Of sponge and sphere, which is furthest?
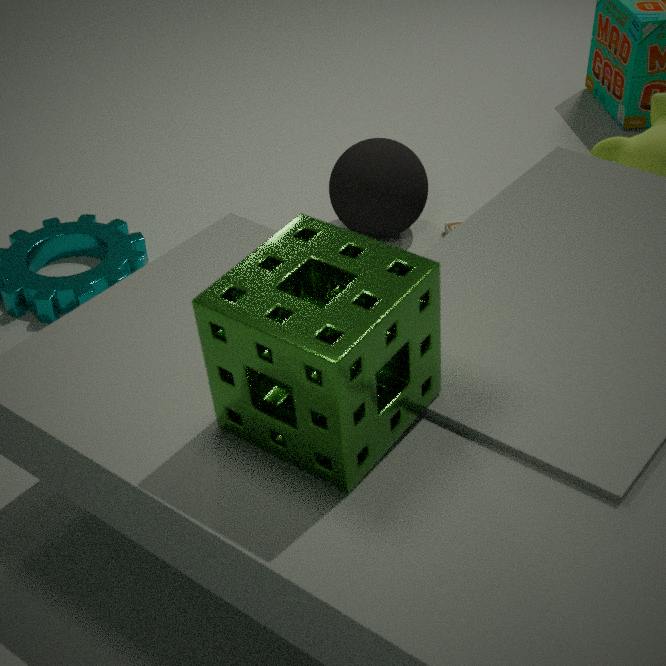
sphere
